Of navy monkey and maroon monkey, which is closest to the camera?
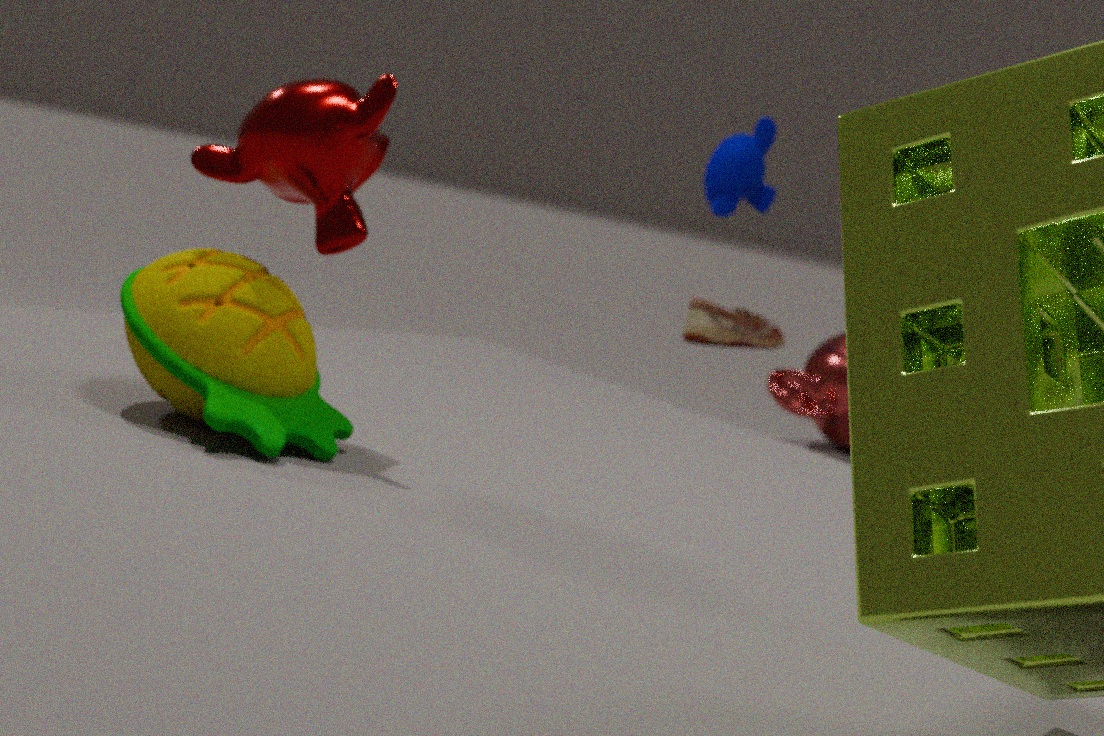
maroon monkey
